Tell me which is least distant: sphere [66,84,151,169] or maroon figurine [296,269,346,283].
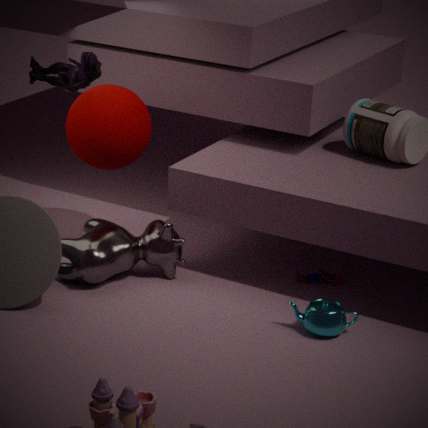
sphere [66,84,151,169]
